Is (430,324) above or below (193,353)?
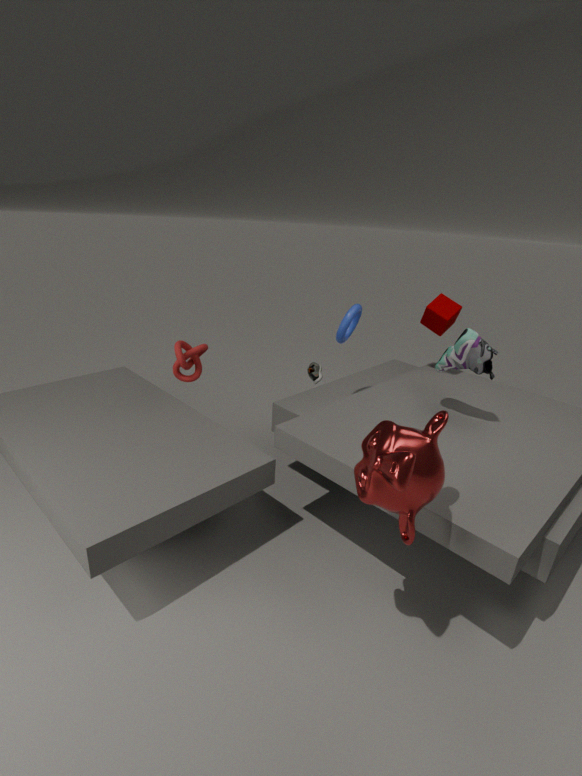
above
